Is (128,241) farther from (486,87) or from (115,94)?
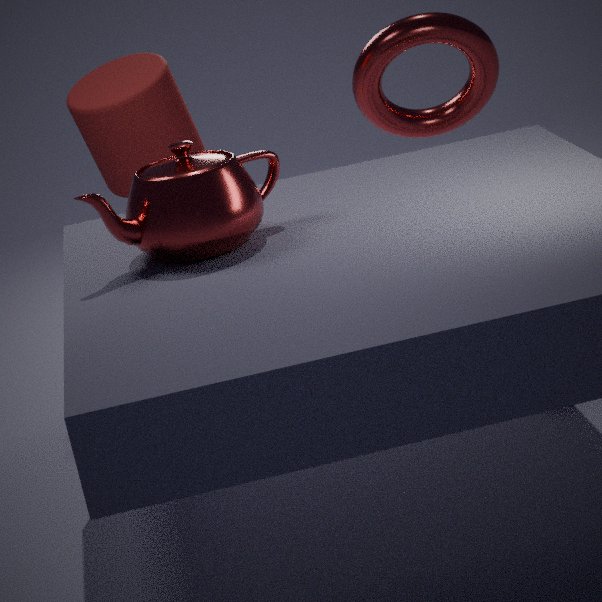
(486,87)
